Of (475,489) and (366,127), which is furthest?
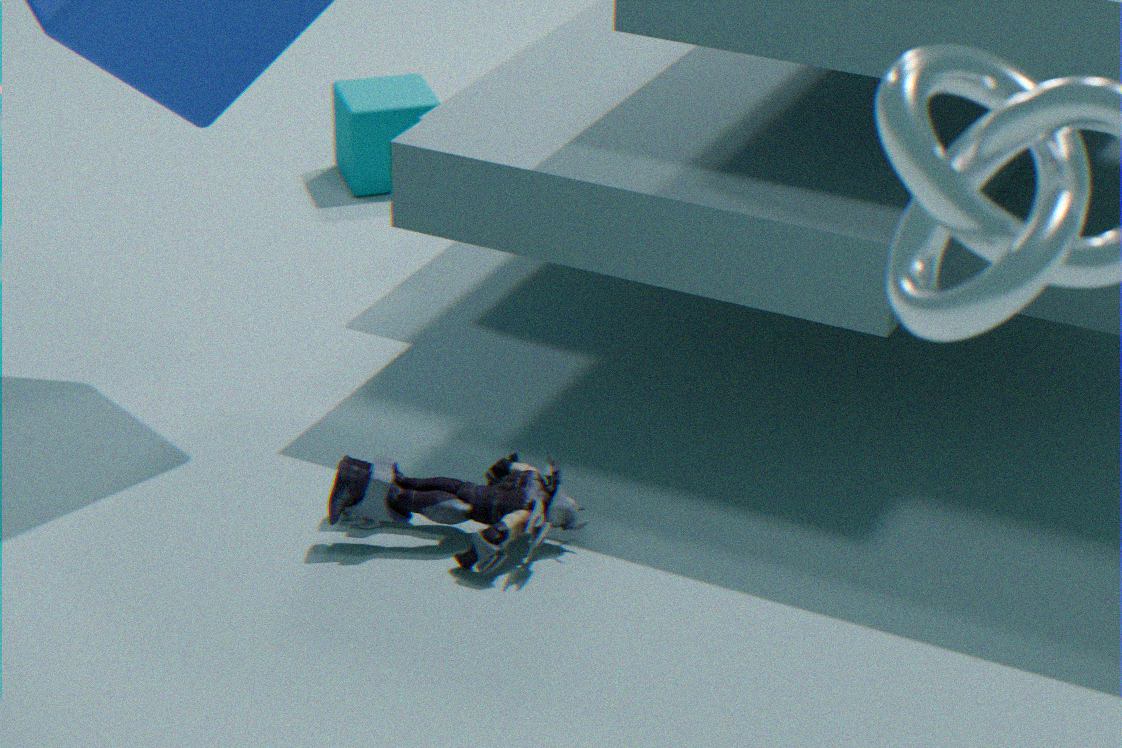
(366,127)
